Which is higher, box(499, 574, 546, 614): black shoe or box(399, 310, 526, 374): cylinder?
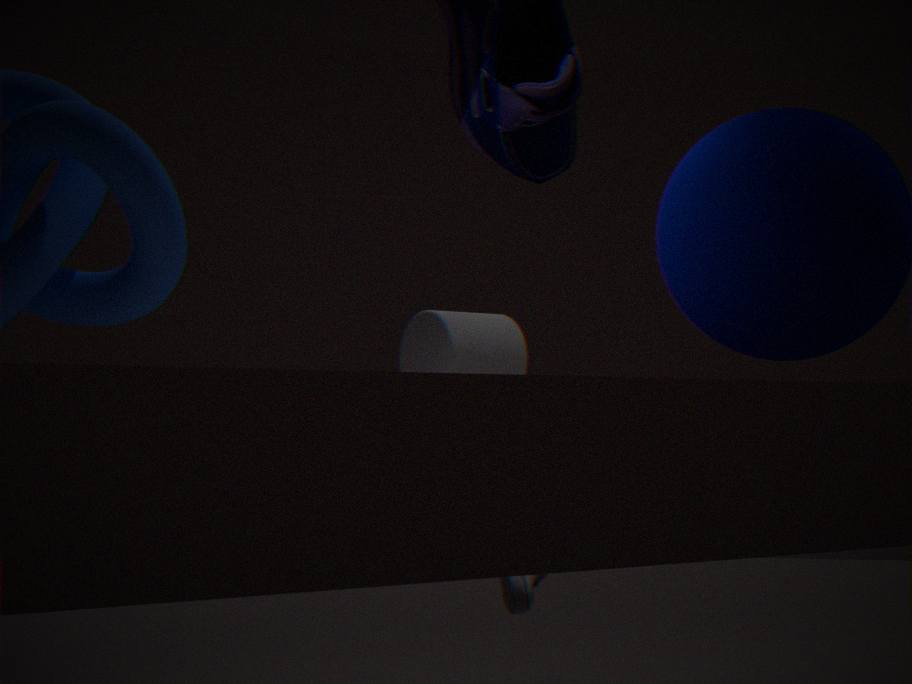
box(399, 310, 526, 374): cylinder
